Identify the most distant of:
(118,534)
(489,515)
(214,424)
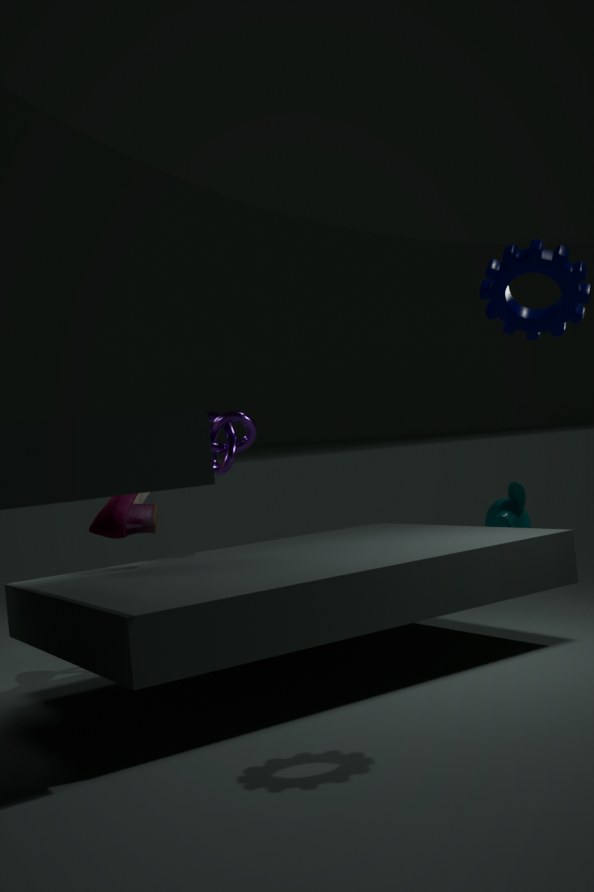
(489,515)
